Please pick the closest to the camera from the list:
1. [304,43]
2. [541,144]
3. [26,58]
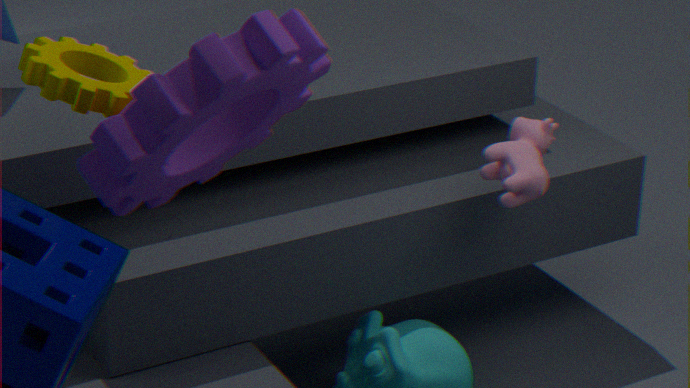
[304,43]
